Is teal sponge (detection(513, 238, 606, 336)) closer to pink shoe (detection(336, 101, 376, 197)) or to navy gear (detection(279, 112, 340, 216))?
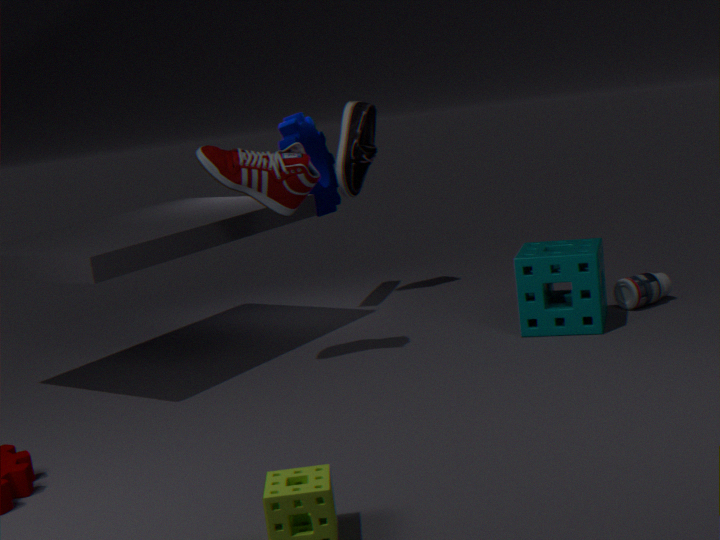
pink shoe (detection(336, 101, 376, 197))
